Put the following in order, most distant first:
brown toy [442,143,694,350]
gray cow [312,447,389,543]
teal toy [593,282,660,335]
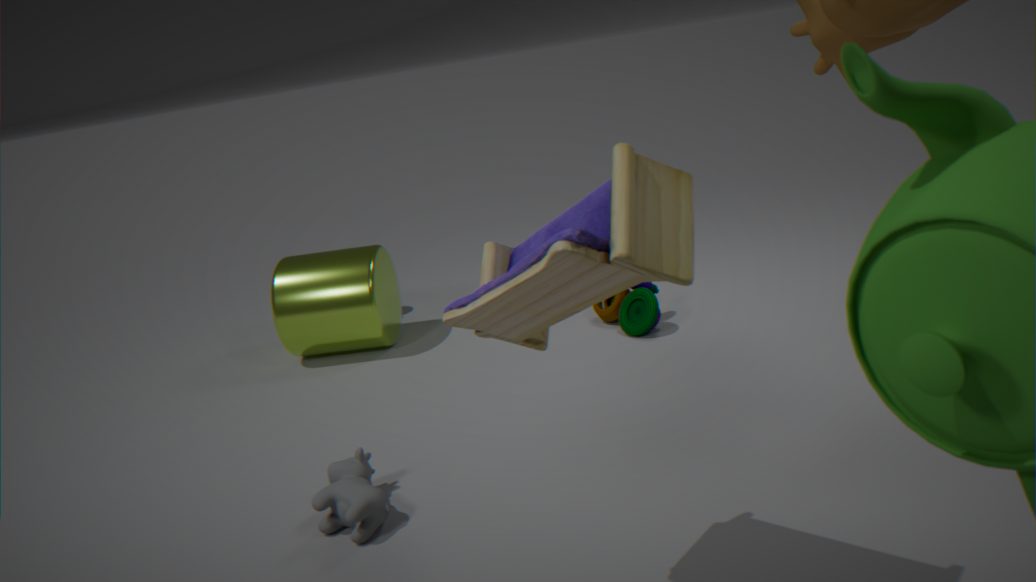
teal toy [593,282,660,335] → gray cow [312,447,389,543] → brown toy [442,143,694,350]
